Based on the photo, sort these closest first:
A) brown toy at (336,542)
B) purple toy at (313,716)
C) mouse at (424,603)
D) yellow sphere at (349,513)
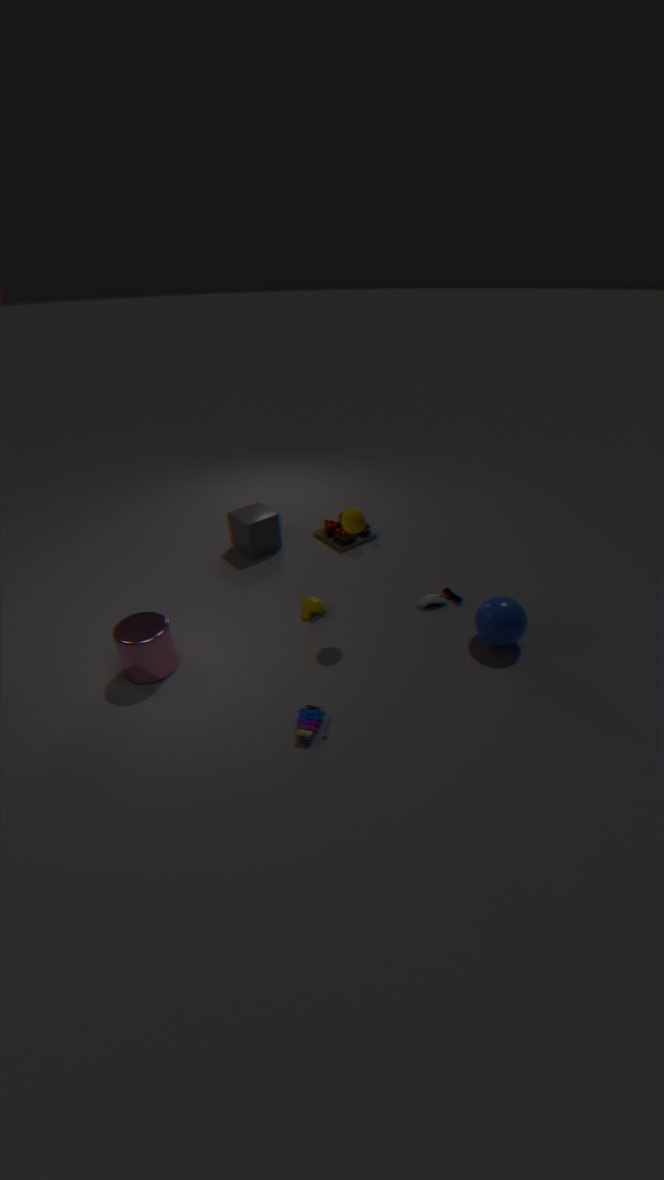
purple toy at (313,716), yellow sphere at (349,513), mouse at (424,603), brown toy at (336,542)
